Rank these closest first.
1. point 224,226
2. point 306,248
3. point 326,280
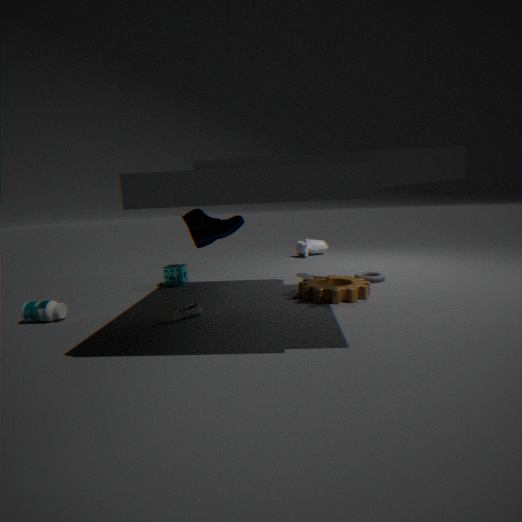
point 224,226
point 326,280
point 306,248
